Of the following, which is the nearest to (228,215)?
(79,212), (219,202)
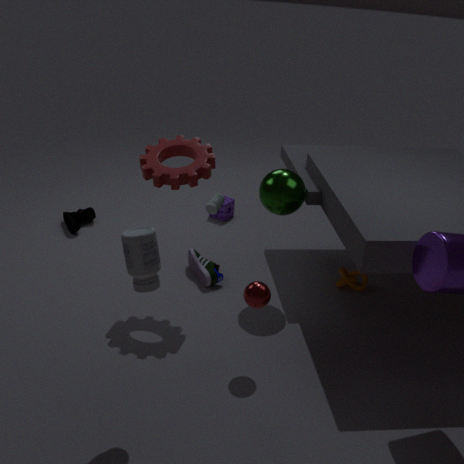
(219,202)
